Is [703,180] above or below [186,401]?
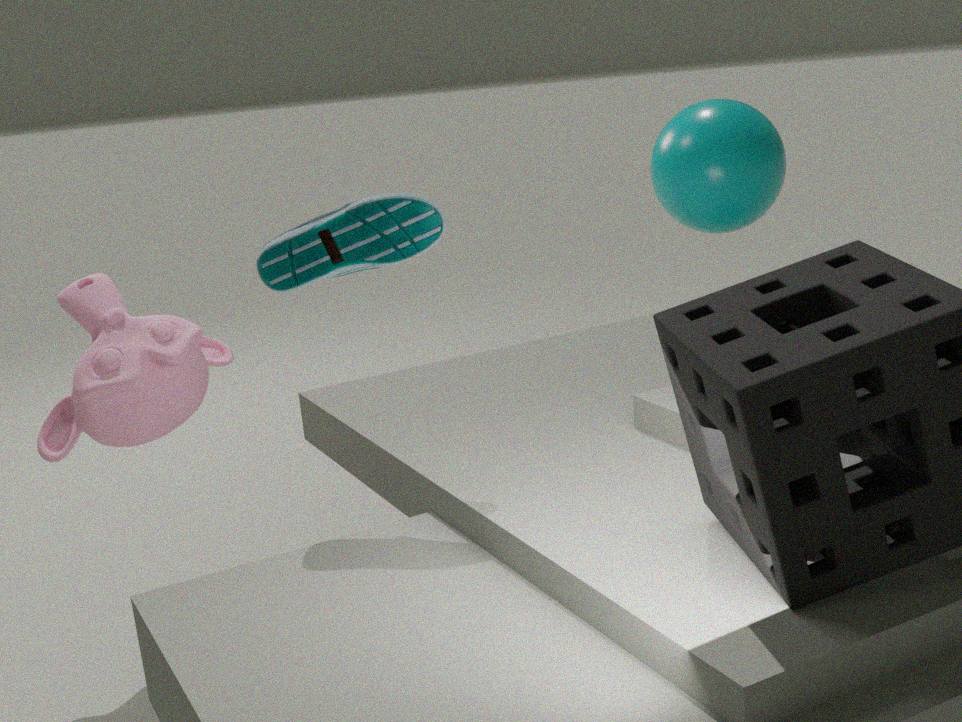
above
